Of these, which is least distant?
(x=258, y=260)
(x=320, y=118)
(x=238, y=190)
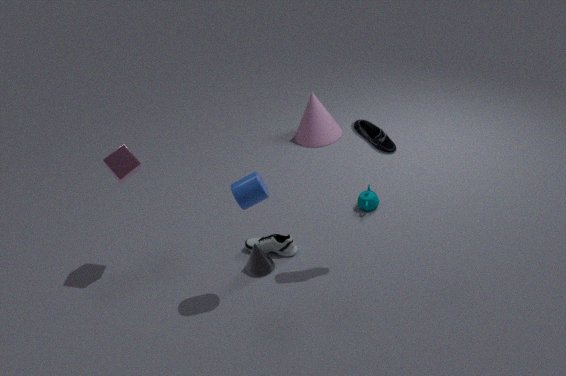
(x=238, y=190)
